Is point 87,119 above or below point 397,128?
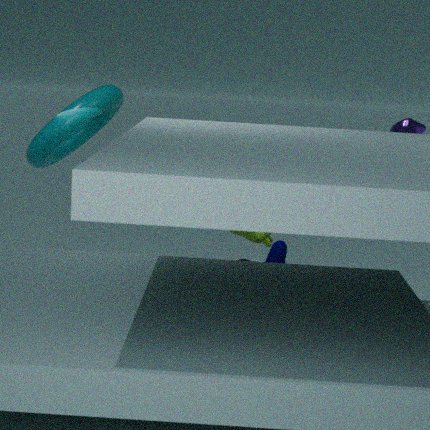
above
